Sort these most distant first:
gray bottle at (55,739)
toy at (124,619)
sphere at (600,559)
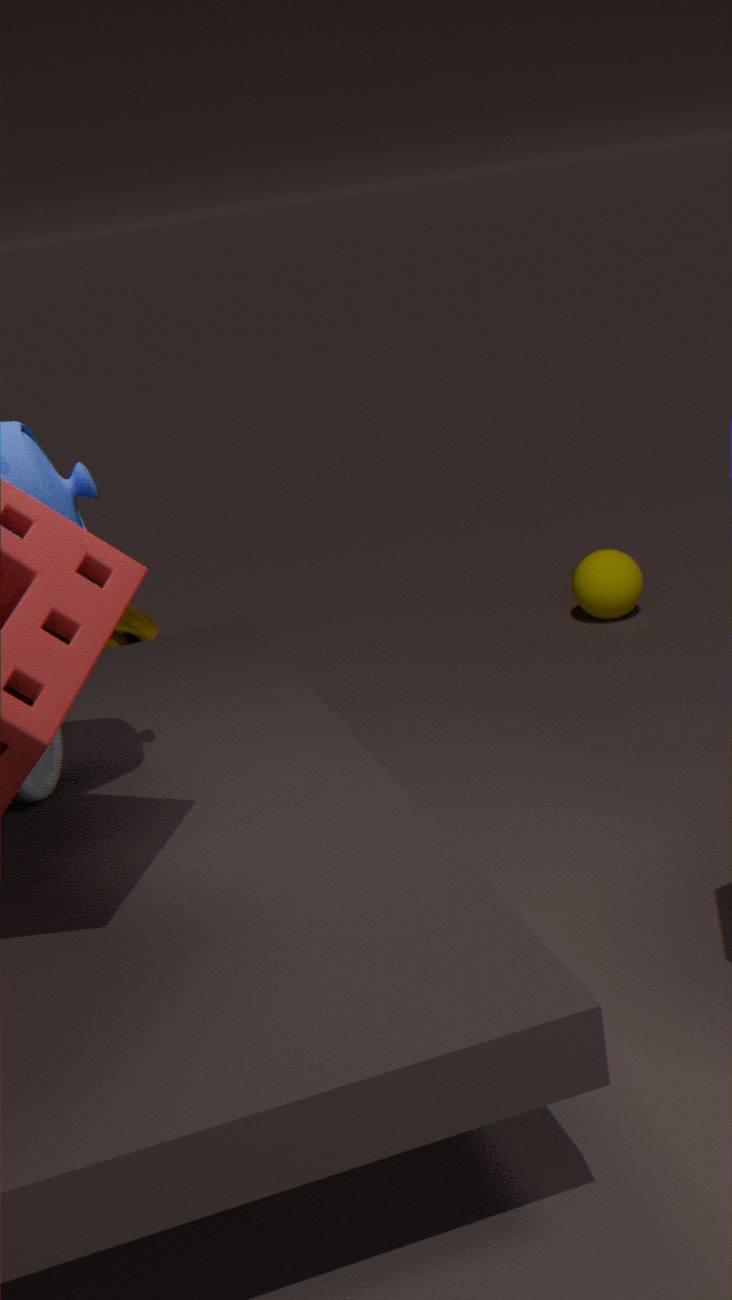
1. toy at (124,619)
2. sphere at (600,559)
3. gray bottle at (55,739)
